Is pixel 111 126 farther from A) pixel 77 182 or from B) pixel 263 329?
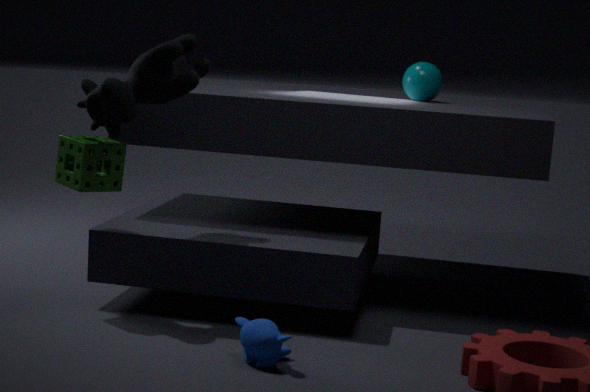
B) pixel 263 329
